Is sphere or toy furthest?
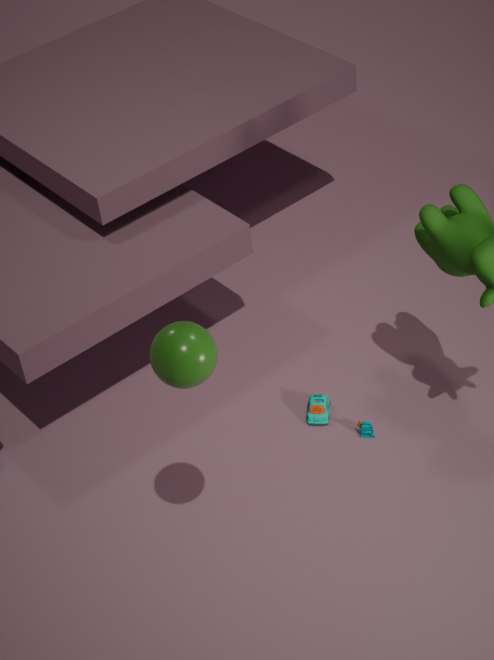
toy
